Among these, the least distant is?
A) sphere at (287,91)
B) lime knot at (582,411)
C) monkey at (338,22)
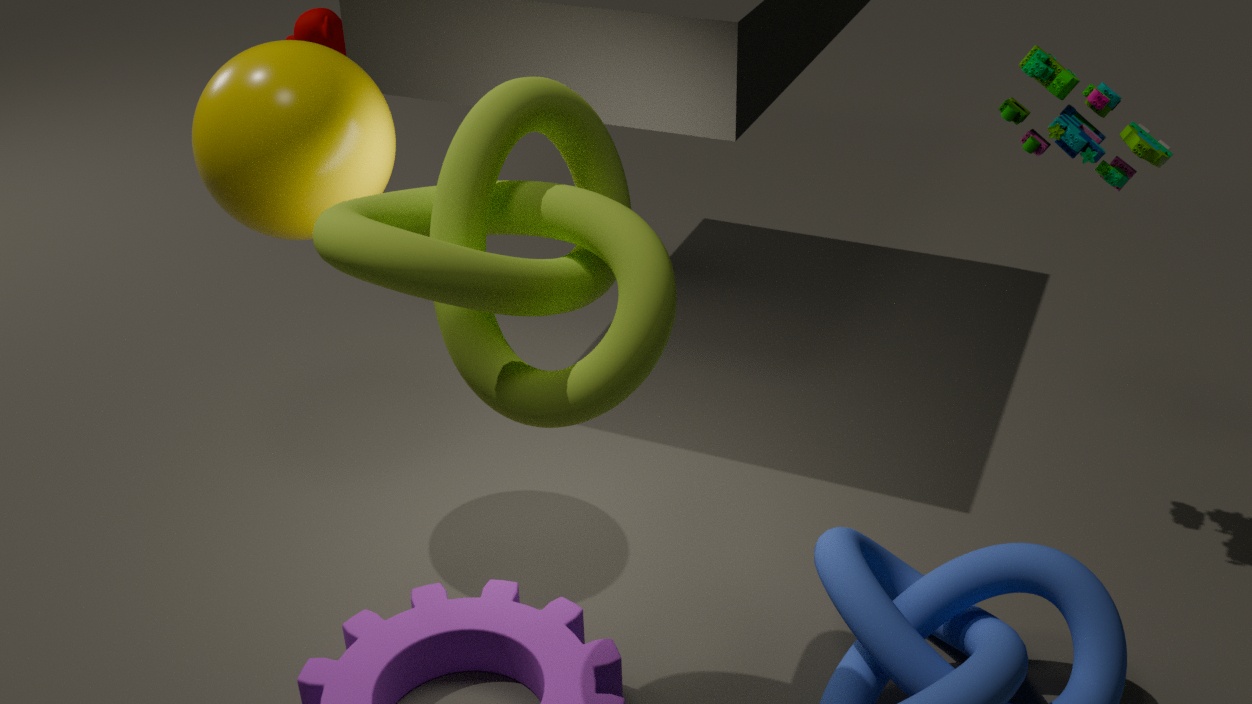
lime knot at (582,411)
